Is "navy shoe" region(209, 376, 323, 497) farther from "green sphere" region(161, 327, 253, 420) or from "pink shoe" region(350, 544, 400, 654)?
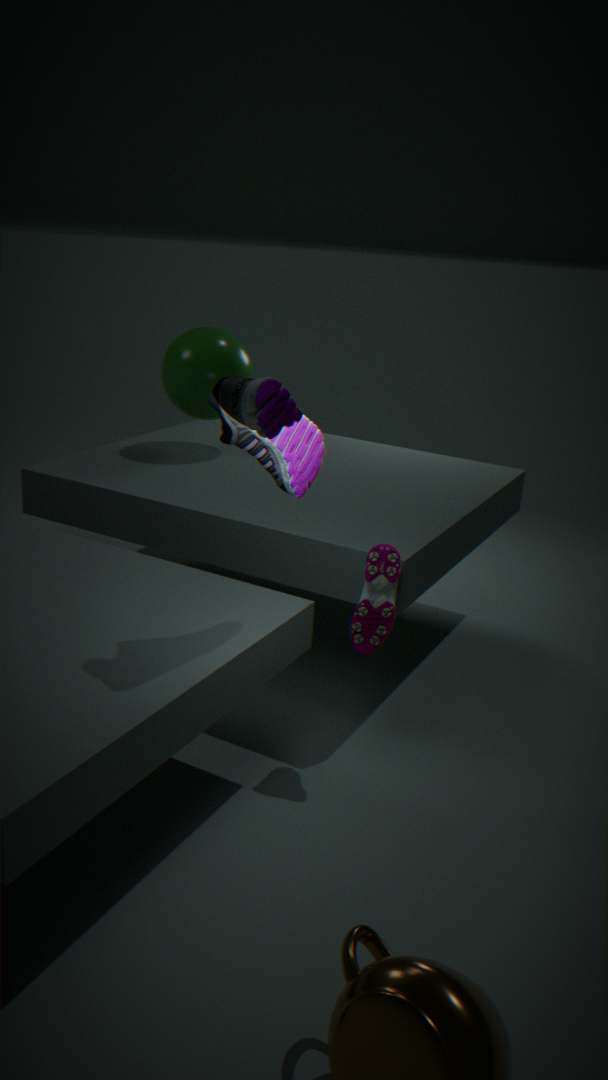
"green sphere" region(161, 327, 253, 420)
